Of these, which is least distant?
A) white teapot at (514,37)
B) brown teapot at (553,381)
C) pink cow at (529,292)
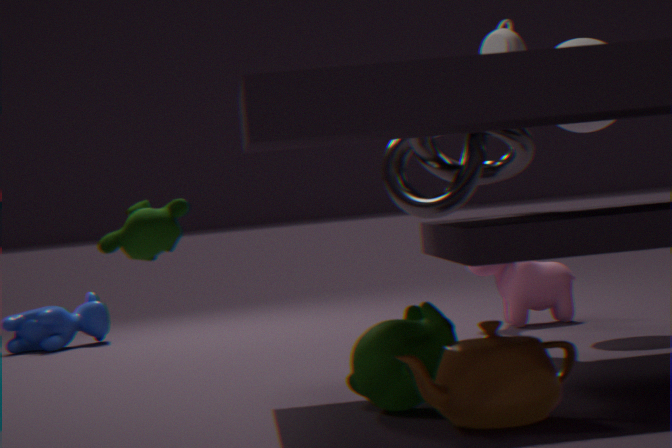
brown teapot at (553,381)
